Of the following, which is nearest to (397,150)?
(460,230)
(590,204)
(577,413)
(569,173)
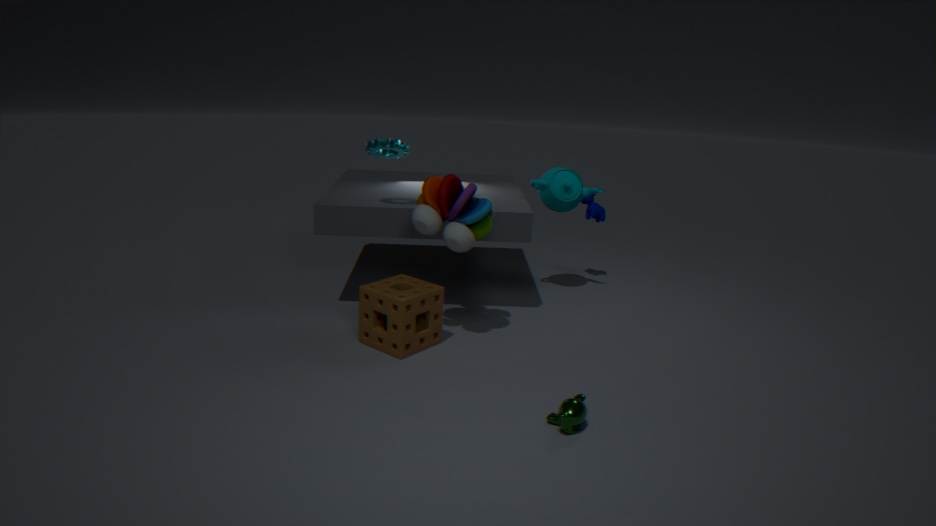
(460,230)
